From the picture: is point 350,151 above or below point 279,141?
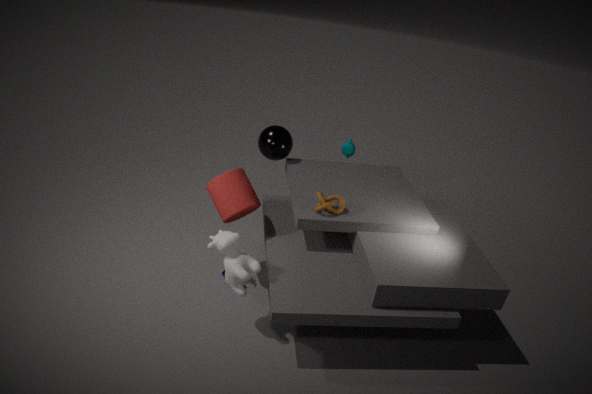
below
